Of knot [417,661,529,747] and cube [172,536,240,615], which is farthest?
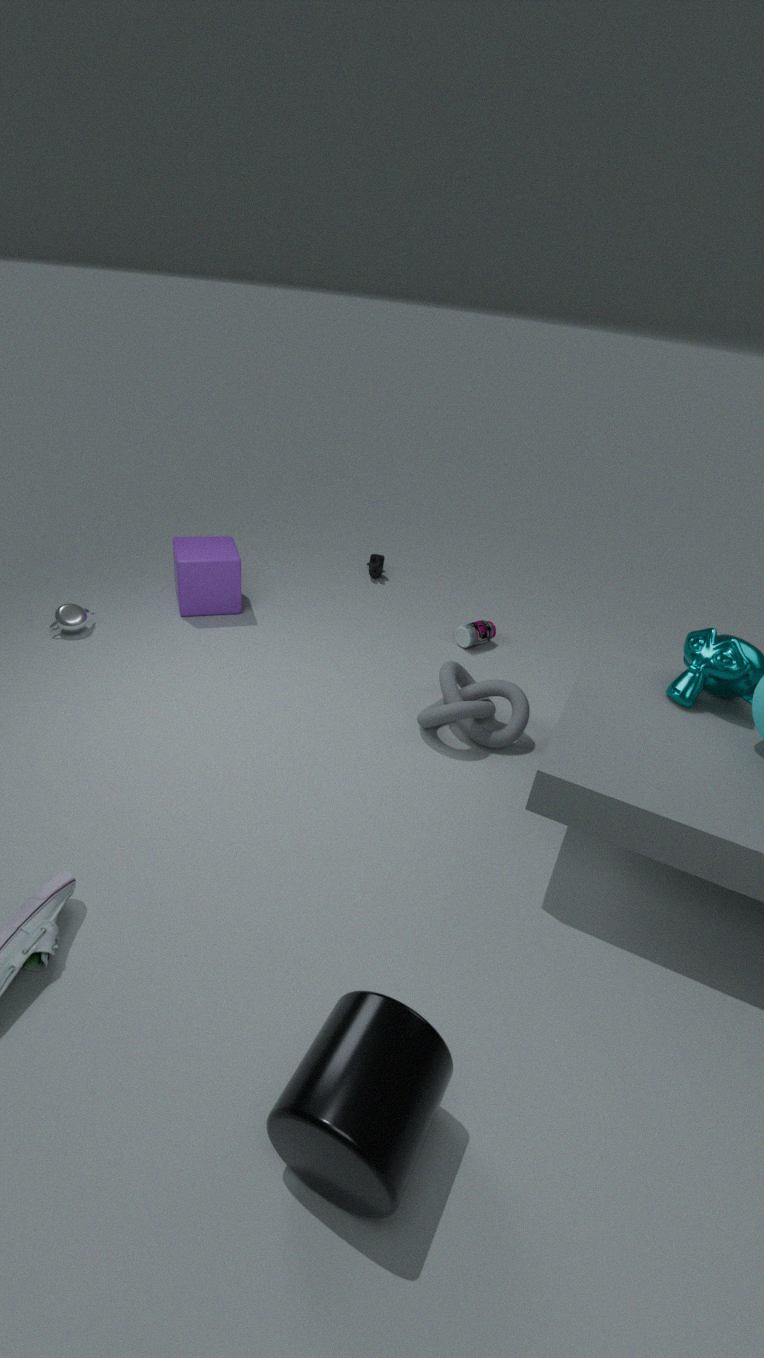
cube [172,536,240,615]
